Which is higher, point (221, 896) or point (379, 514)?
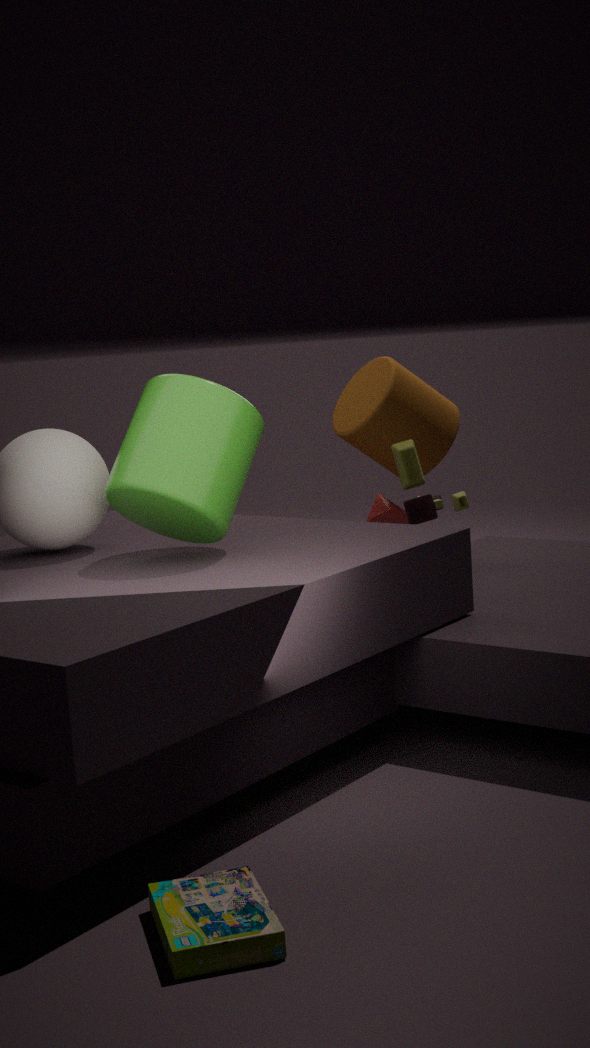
point (379, 514)
